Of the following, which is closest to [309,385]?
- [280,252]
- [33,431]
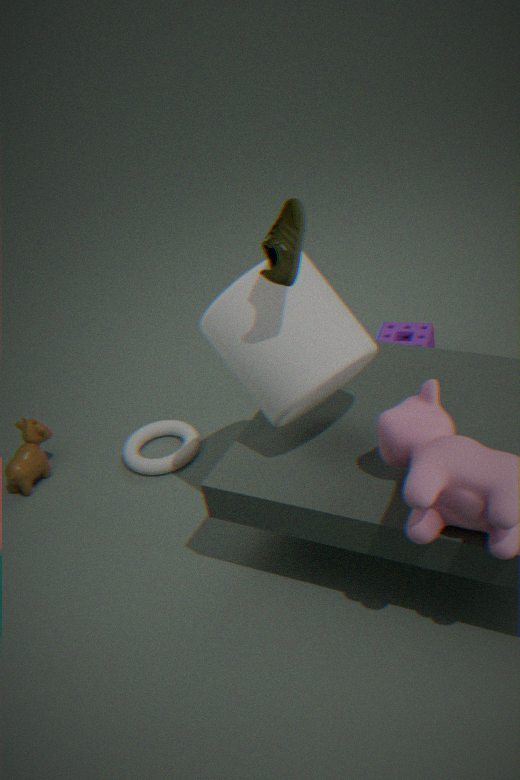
[280,252]
